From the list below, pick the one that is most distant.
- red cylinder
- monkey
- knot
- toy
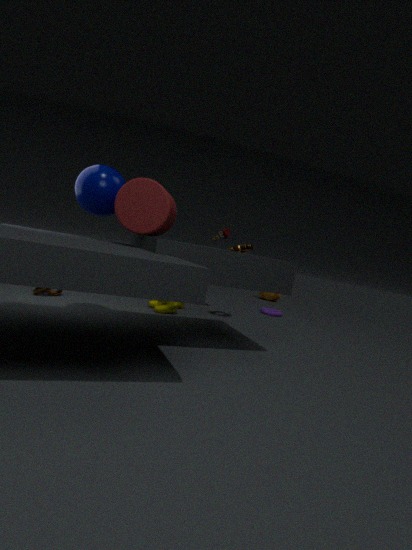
monkey
